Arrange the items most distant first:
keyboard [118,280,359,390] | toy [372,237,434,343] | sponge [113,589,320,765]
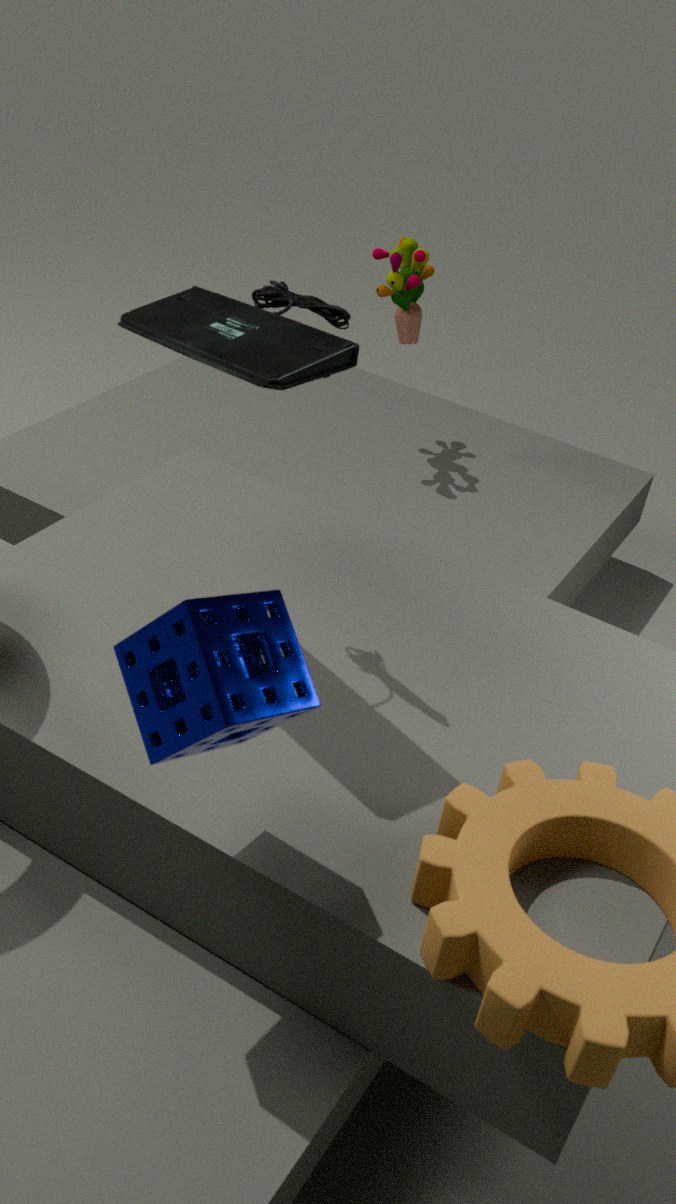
toy [372,237,434,343]
keyboard [118,280,359,390]
sponge [113,589,320,765]
